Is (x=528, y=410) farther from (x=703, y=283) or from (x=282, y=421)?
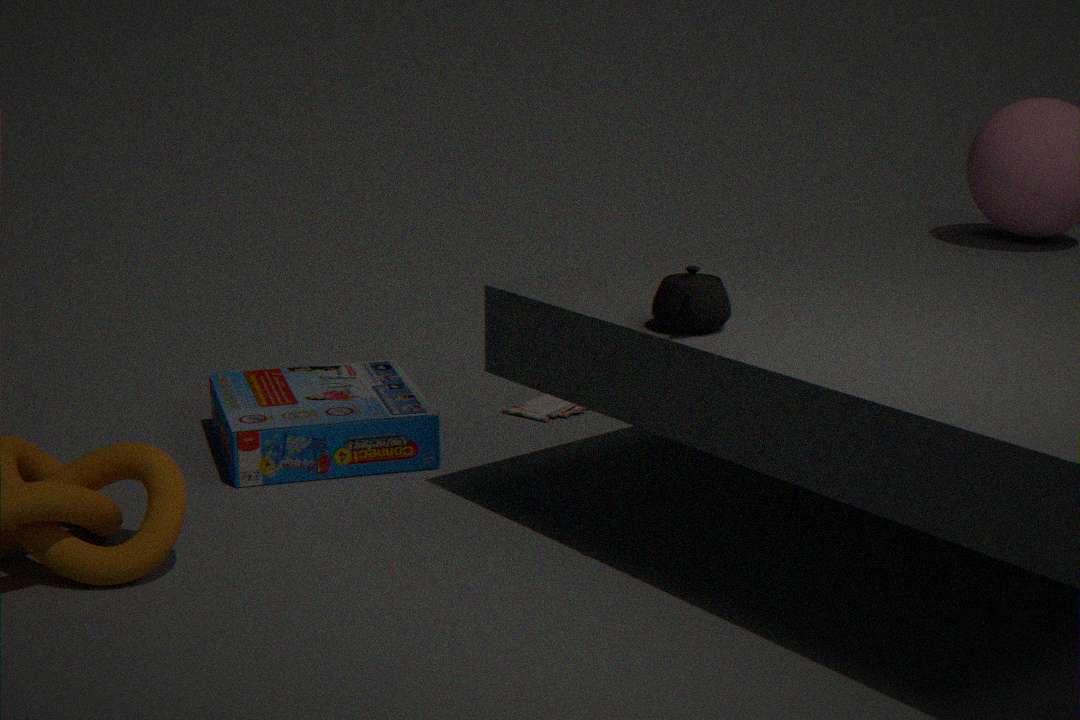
(x=703, y=283)
